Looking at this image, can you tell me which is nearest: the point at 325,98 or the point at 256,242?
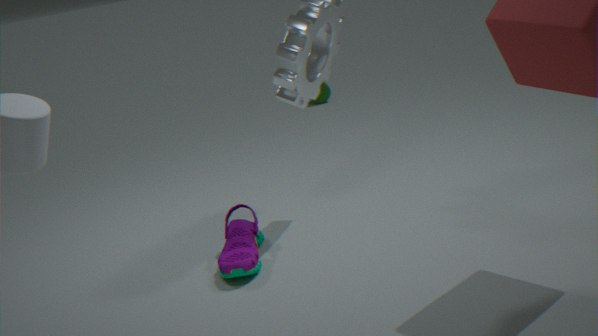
the point at 256,242
